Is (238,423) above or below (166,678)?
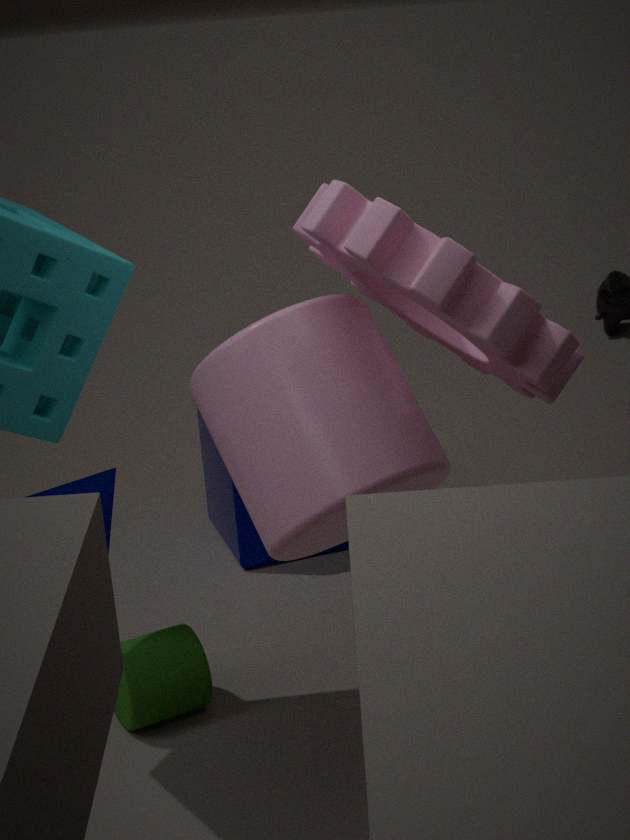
above
